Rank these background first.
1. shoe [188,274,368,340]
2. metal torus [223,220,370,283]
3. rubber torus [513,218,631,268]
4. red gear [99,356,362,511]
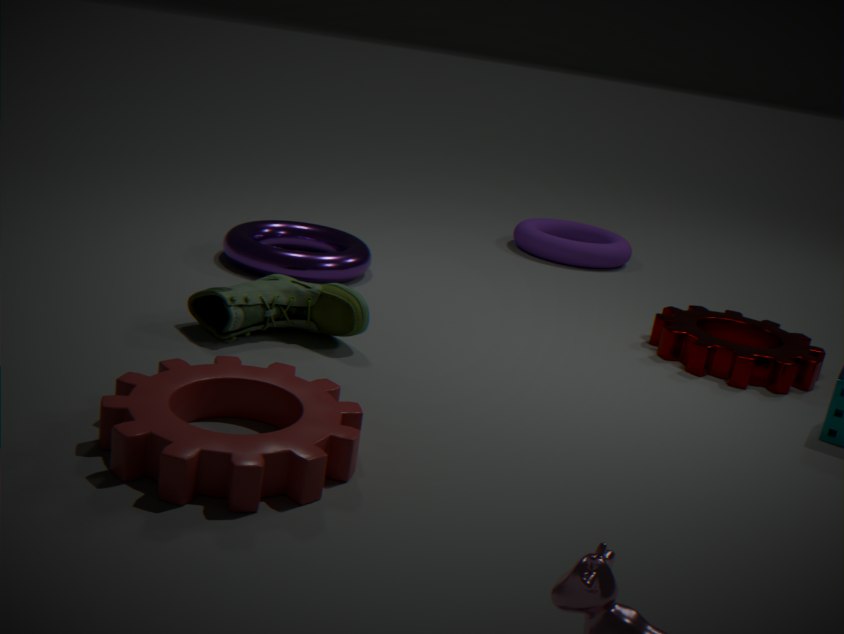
rubber torus [513,218,631,268] → metal torus [223,220,370,283] → shoe [188,274,368,340] → red gear [99,356,362,511]
